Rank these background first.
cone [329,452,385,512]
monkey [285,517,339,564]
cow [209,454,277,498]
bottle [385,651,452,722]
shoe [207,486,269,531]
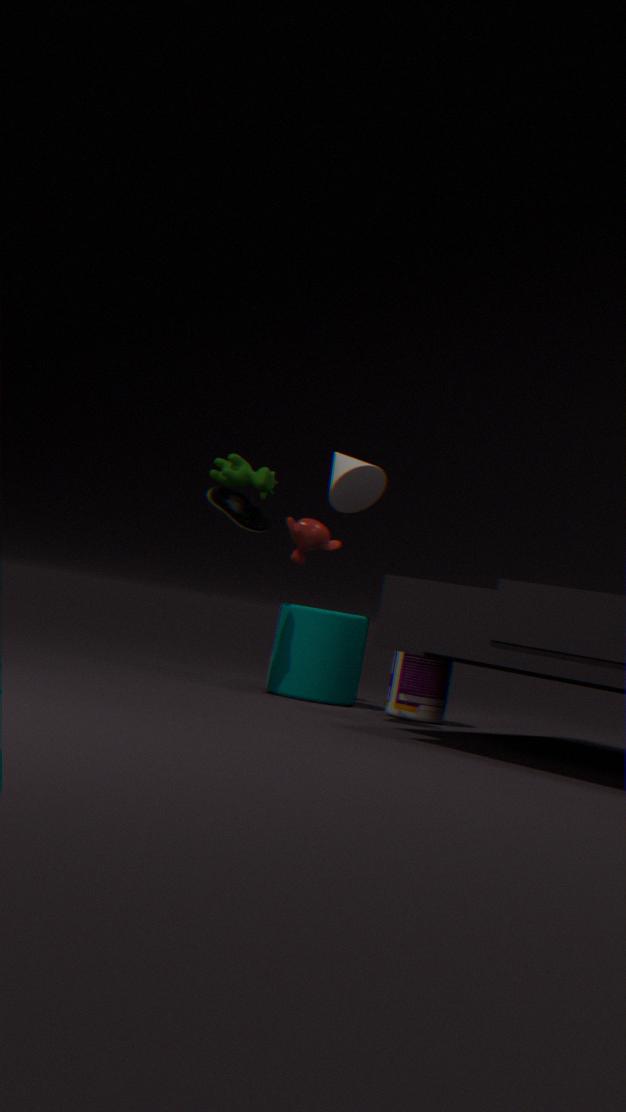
monkey [285,517,339,564]
cow [209,454,277,498]
bottle [385,651,452,722]
shoe [207,486,269,531]
cone [329,452,385,512]
